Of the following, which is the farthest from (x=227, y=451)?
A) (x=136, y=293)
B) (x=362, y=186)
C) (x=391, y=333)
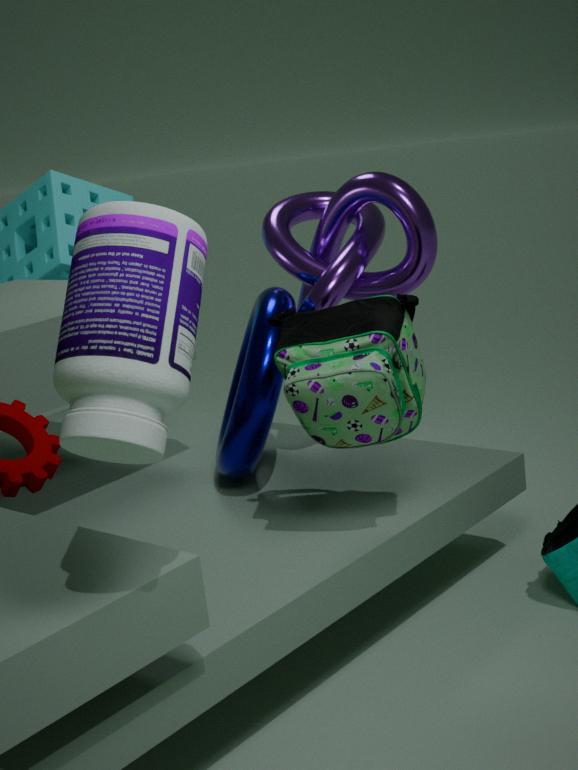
(x=136, y=293)
